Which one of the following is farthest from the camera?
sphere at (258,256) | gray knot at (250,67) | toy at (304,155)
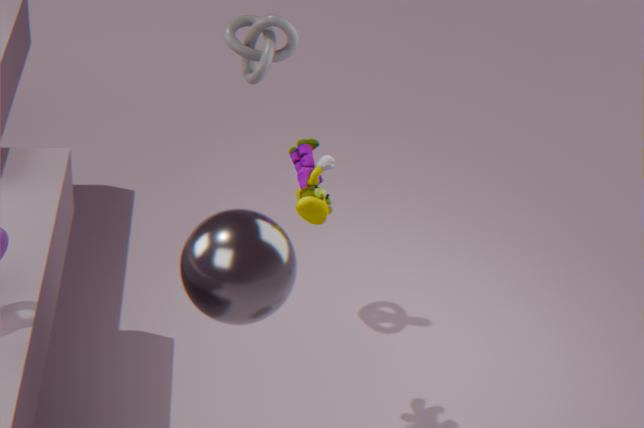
A: gray knot at (250,67)
